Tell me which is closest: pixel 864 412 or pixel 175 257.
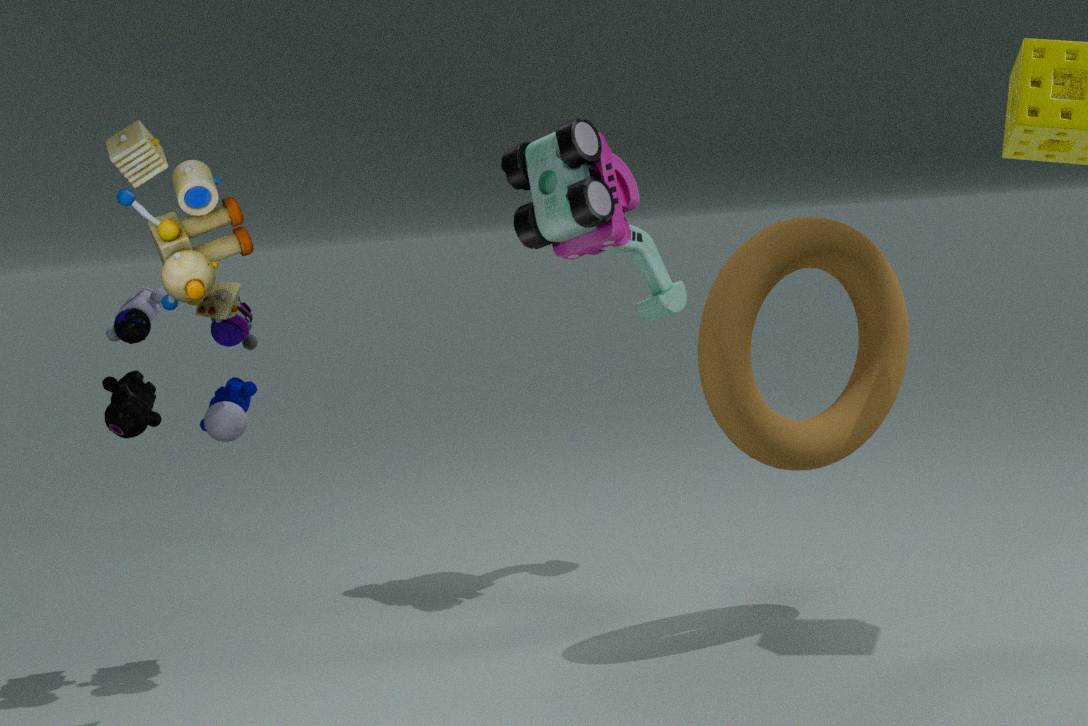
pixel 175 257
